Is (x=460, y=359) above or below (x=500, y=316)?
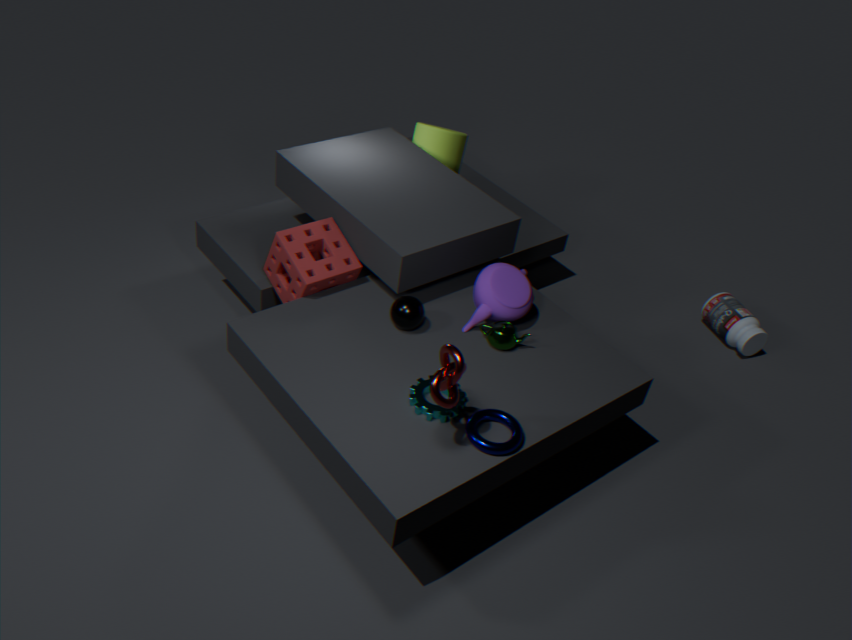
above
